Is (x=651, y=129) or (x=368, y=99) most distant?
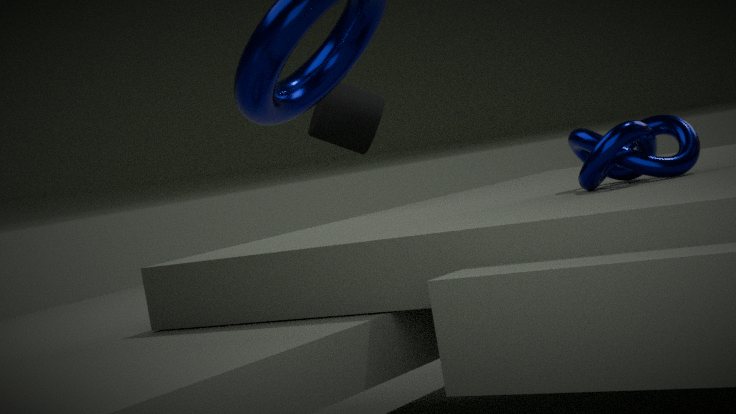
(x=368, y=99)
